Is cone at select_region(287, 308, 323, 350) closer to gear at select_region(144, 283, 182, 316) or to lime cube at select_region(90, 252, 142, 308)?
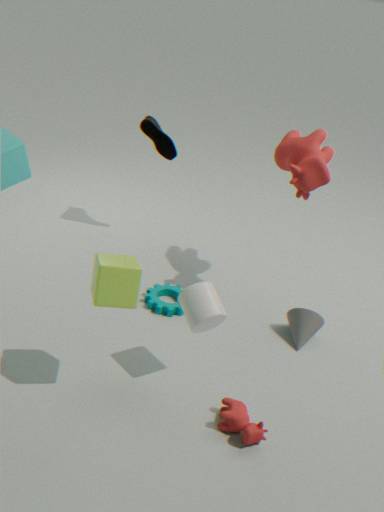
gear at select_region(144, 283, 182, 316)
